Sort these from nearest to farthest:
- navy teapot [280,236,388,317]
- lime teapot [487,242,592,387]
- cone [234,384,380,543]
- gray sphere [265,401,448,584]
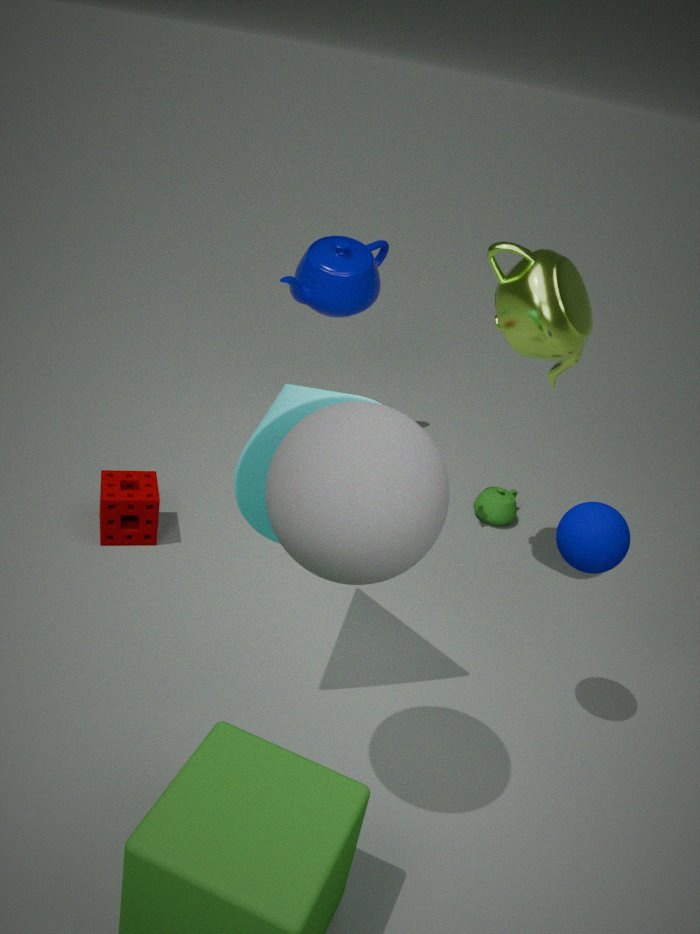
gray sphere [265,401,448,584] < cone [234,384,380,543] < lime teapot [487,242,592,387] < navy teapot [280,236,388,317]
